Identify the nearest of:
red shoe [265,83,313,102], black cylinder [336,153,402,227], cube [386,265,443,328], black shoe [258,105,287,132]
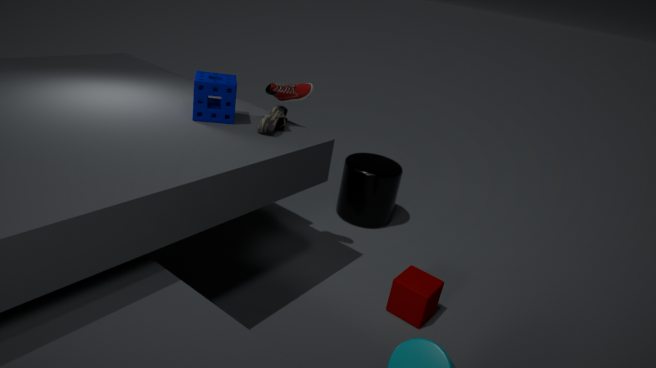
black shoe [258,105,287,132]
